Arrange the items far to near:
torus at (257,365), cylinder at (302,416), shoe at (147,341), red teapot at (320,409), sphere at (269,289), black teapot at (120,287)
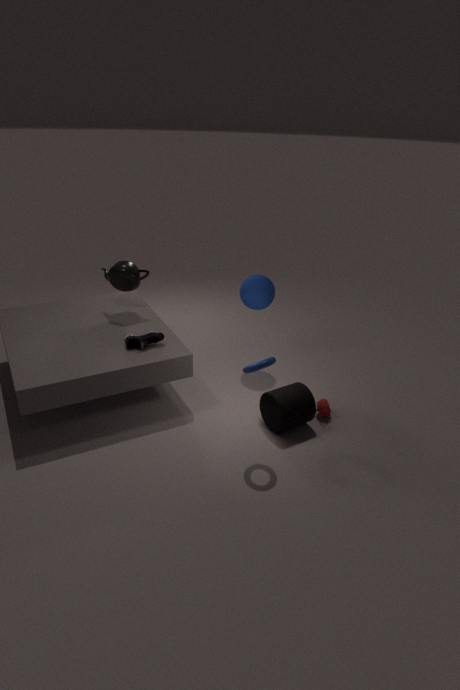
sphere at (269,289), black teapot at (120,287), red teapot at (320,409), shoe at (147,341), cylinder at (302,416), torus at (257,365)
